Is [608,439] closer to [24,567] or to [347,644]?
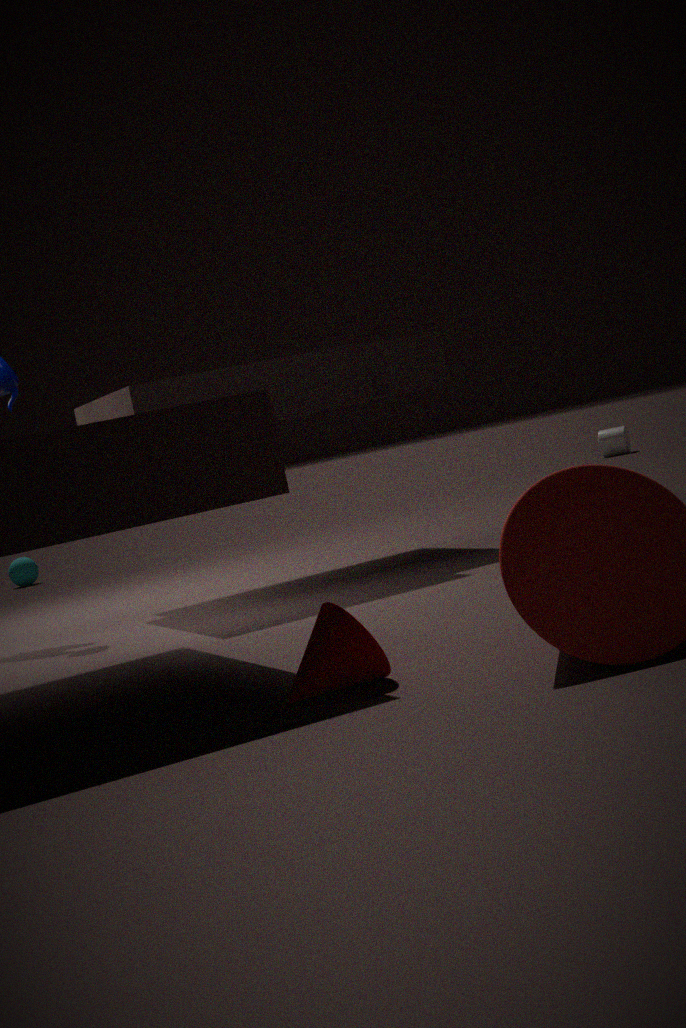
[24,567]
